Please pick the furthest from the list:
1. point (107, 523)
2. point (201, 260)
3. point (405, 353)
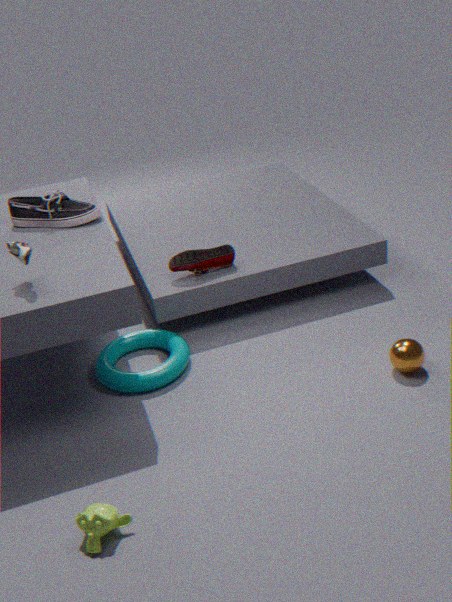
point (201, 260)
